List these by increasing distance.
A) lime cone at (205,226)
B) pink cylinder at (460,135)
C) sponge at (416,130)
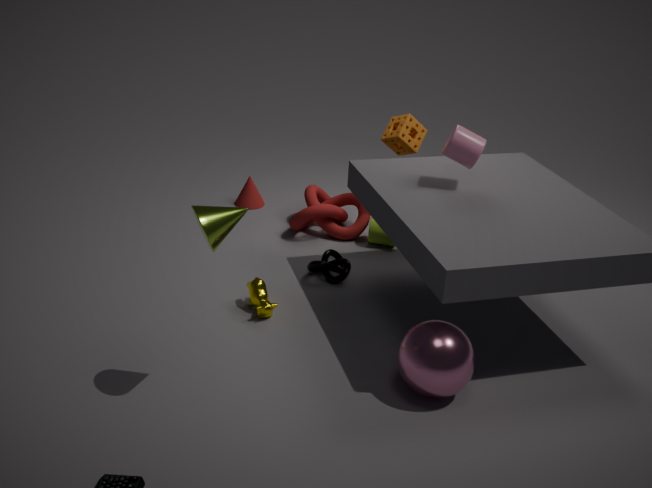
lime cone at (205,226) → pink cylinder at (460,135) → sponge at (416,130)
